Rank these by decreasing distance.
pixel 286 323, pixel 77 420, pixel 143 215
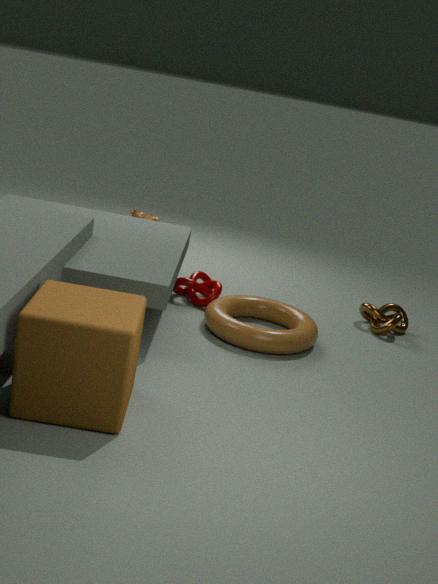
pixel 143 215 → pixel 286 323 → pixel 77 420
